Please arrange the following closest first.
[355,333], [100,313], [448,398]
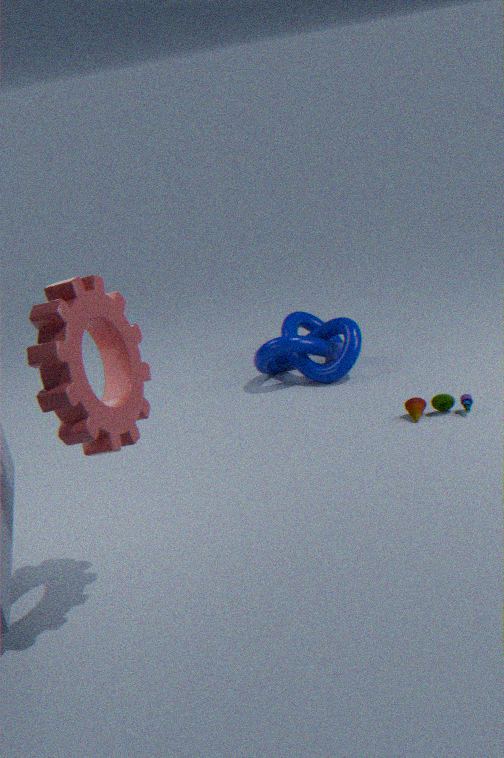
[100,313]
[448,398]
[355,333]
